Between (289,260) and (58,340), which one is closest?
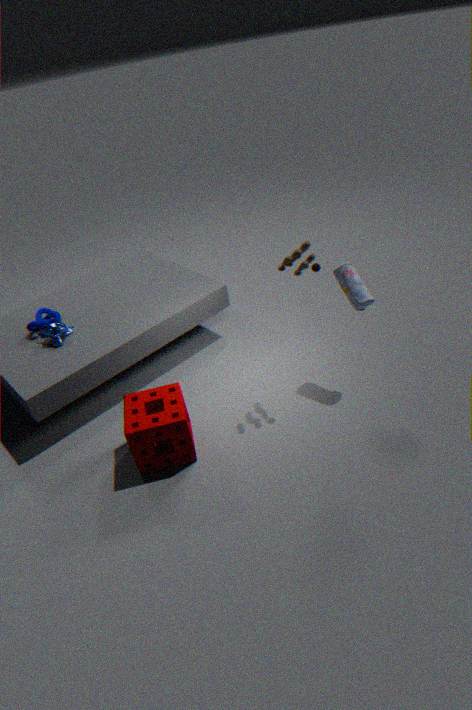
(289,260)
